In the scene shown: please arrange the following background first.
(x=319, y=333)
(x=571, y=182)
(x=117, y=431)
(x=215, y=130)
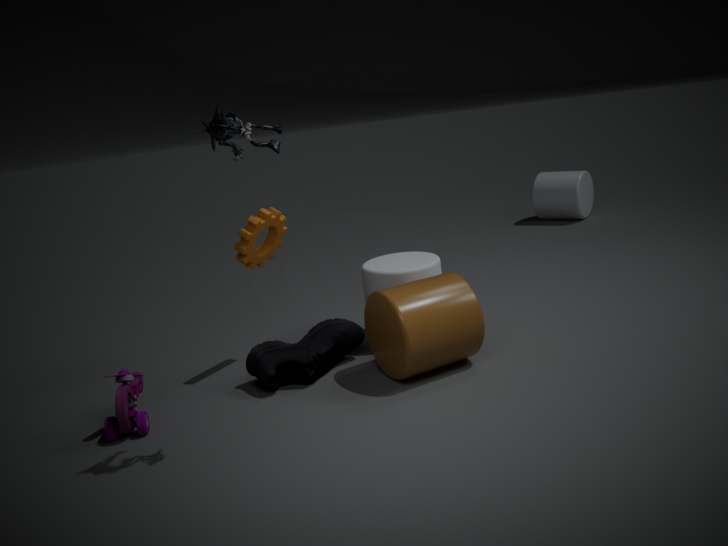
(x=571, y=182) < (x=319, y=333) < (x=117, y=431) < (x=215, y=130)
